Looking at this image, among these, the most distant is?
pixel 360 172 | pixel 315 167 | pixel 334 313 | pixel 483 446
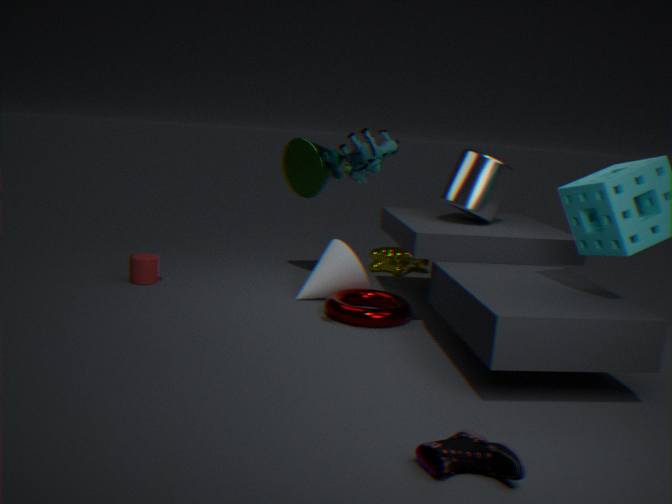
pixel 315 167
